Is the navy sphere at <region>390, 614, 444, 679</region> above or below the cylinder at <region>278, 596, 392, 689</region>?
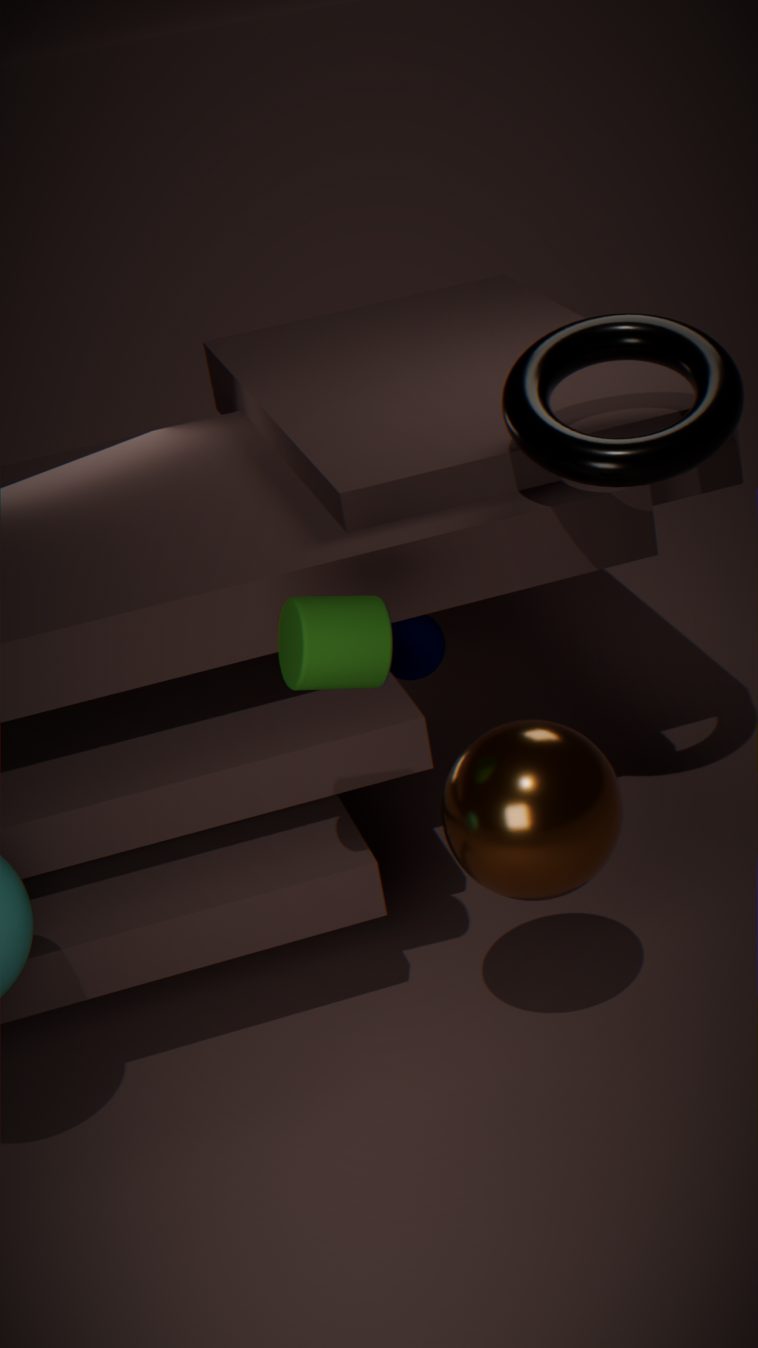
below
